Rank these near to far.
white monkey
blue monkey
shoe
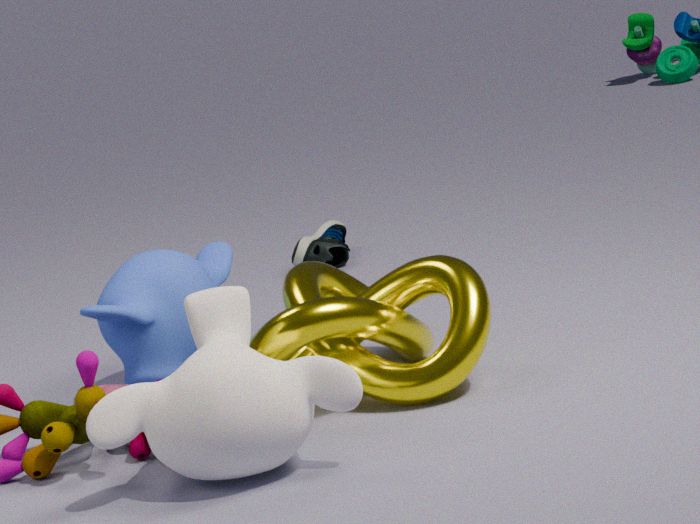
white monkey < blue monkey < shoe
